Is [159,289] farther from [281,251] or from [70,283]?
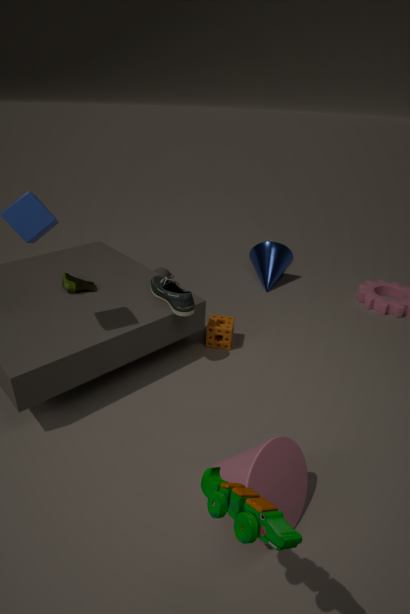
[281,251]
